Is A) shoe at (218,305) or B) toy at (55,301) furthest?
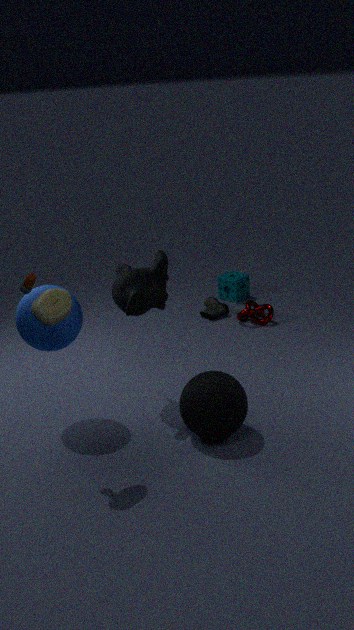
A. shoe at (218,305)
